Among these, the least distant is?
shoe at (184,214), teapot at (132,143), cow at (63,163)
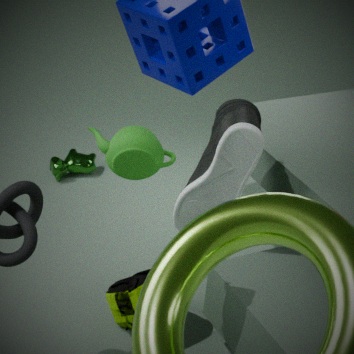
teapot at (132,143)
